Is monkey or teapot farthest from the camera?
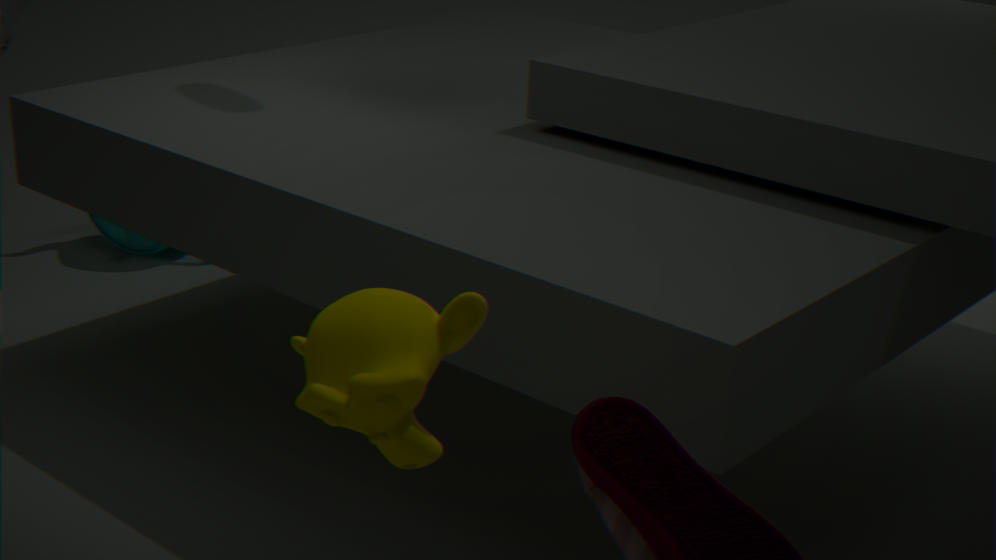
teapot
